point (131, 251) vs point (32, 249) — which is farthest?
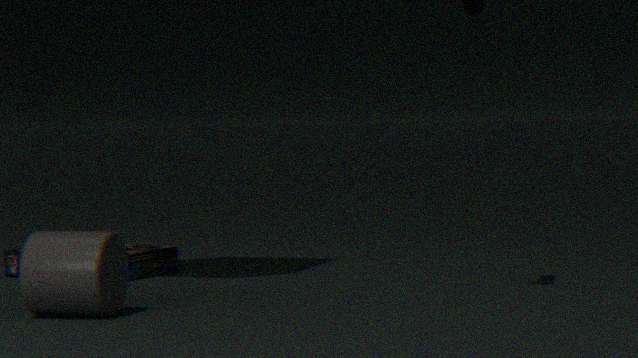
point (131, 251)
